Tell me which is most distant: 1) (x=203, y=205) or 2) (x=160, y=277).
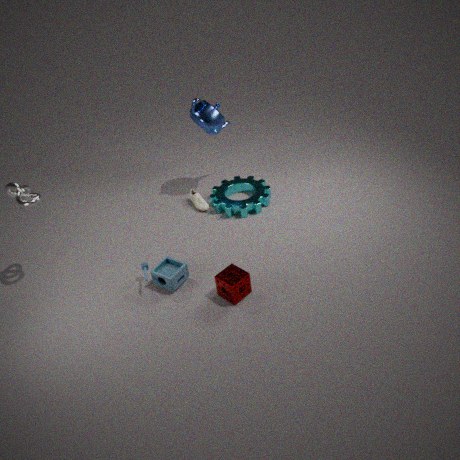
1. (x=203, y=205)
